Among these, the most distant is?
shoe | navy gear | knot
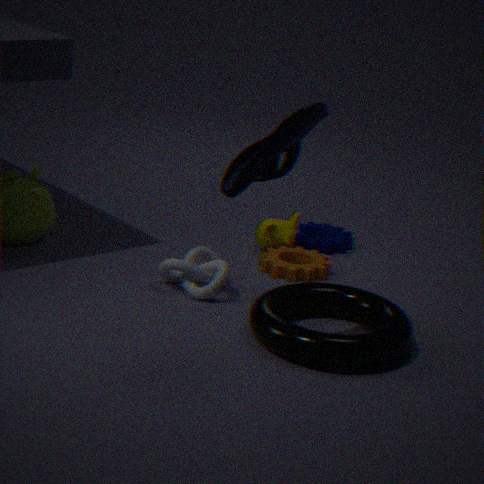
navy gear
